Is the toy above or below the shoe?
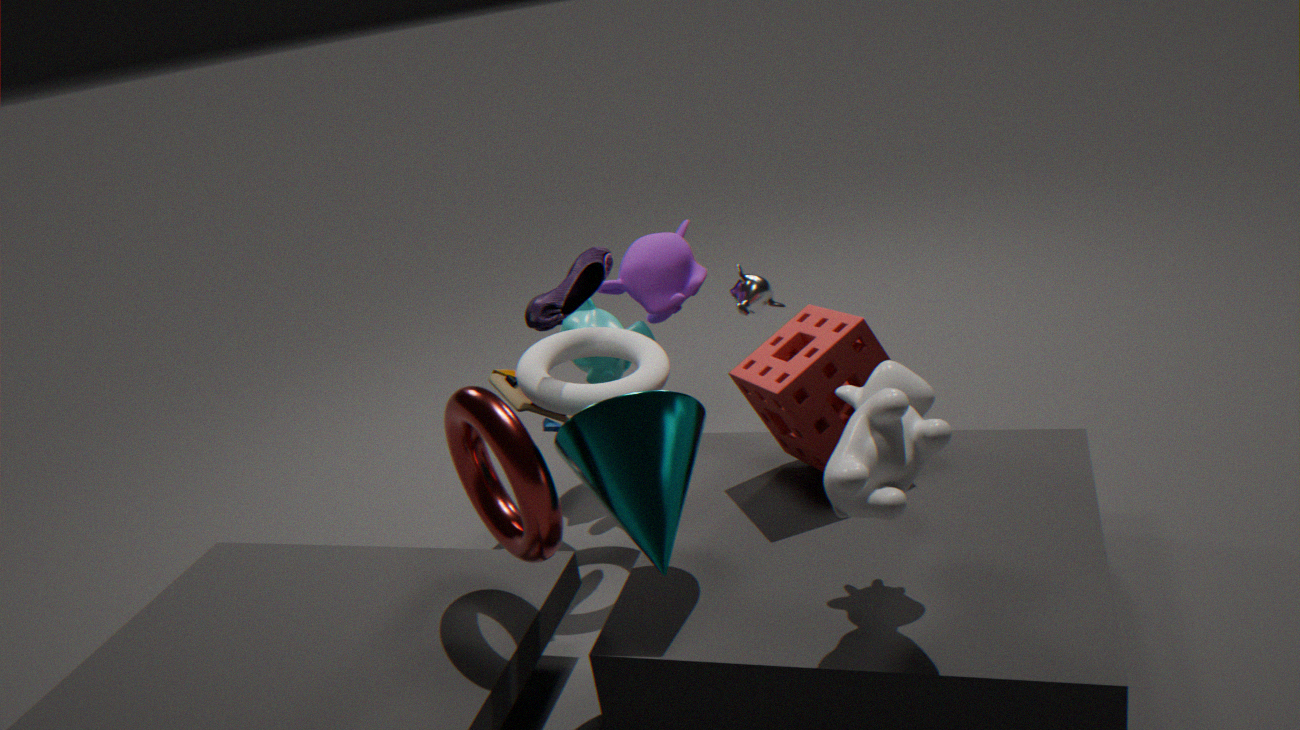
below
